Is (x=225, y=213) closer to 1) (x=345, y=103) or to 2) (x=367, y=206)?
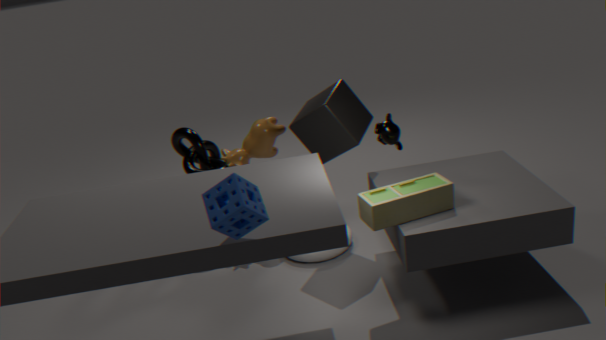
2) (x=367, y=206)
